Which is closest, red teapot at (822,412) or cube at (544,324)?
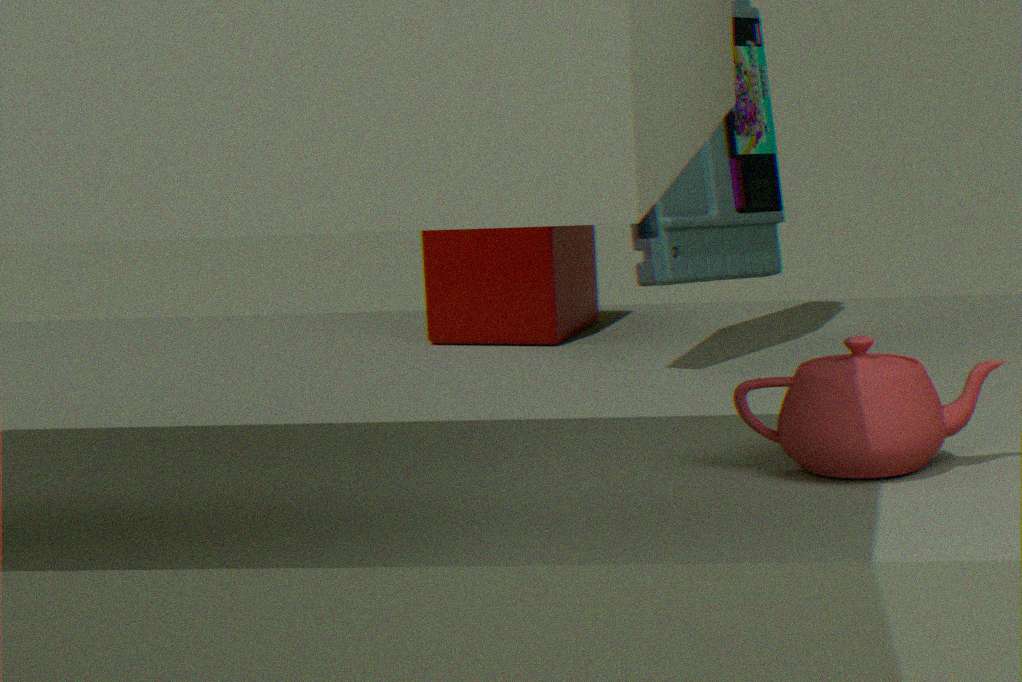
red teapot at (822,412)
